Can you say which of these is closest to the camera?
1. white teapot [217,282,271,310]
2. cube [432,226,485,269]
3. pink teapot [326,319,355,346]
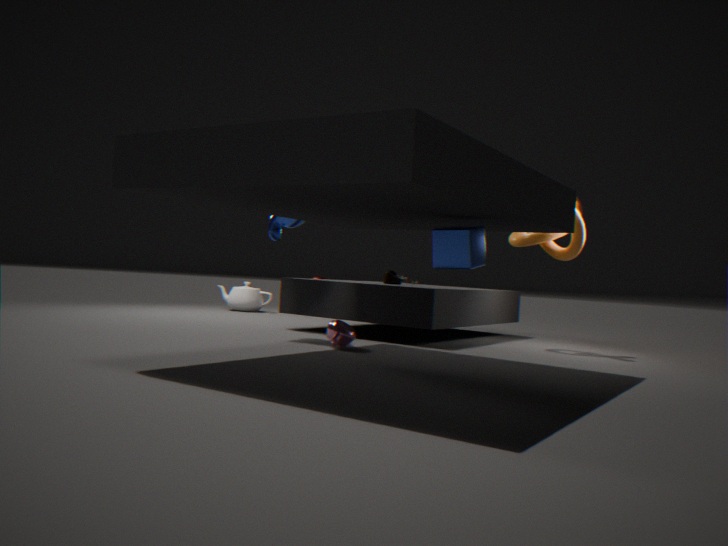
cube [432,226,485,269]
